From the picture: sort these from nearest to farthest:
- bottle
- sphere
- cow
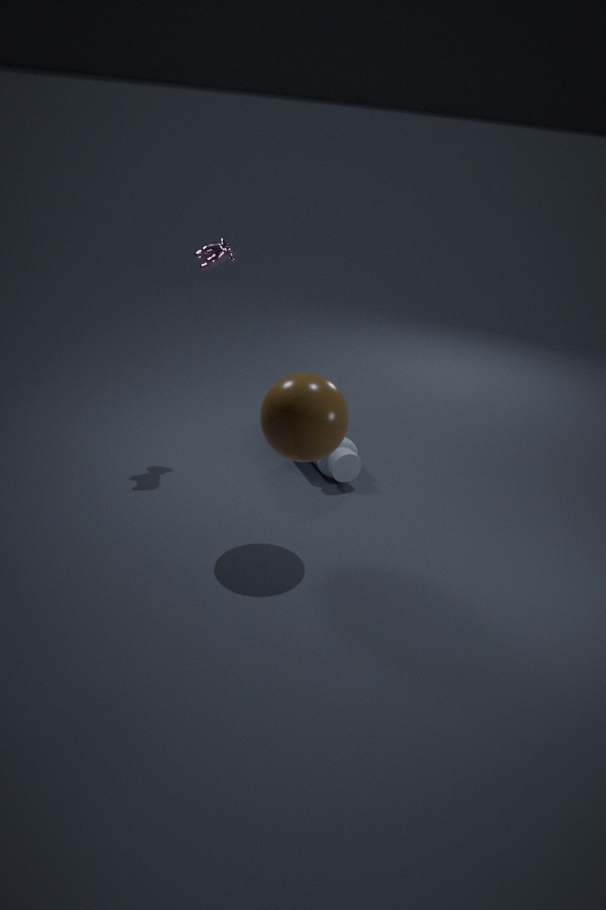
1. sphere
2. cow
3. bottle
